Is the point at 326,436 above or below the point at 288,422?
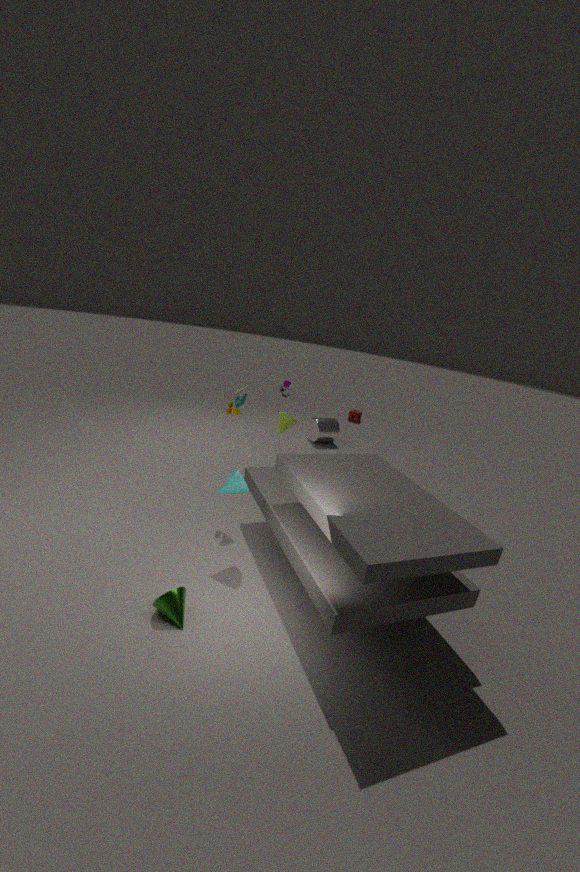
below
